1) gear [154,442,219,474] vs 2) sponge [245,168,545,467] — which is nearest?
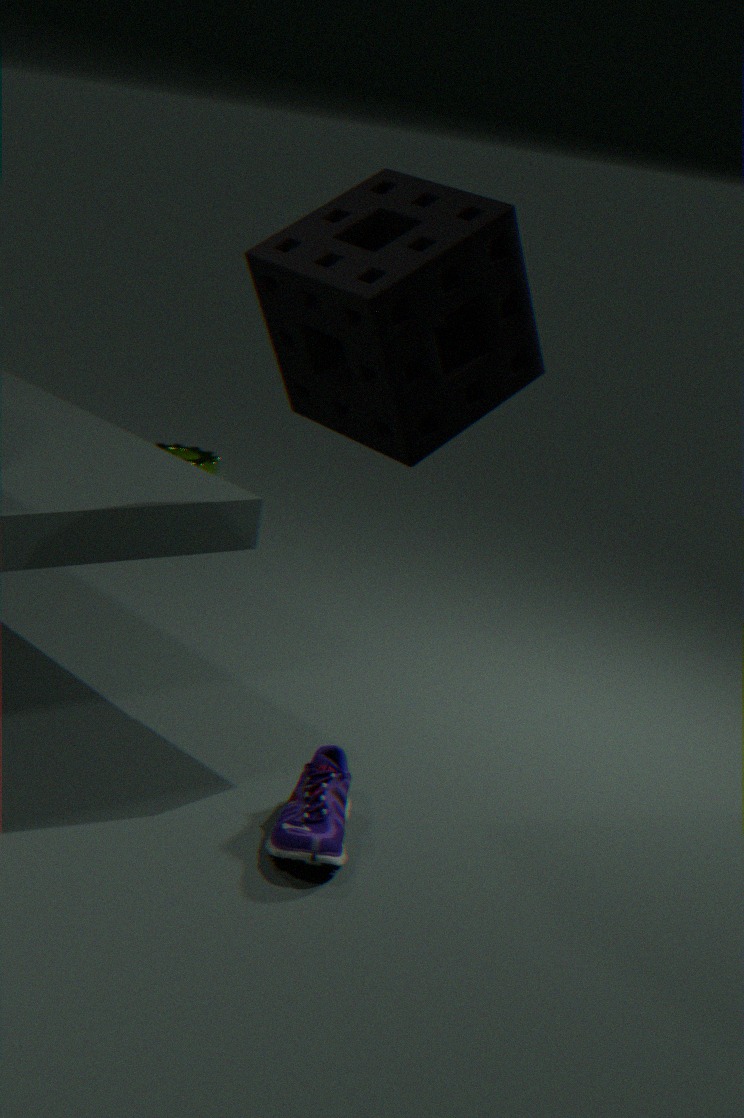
2. sponge [245,168,545,467]
